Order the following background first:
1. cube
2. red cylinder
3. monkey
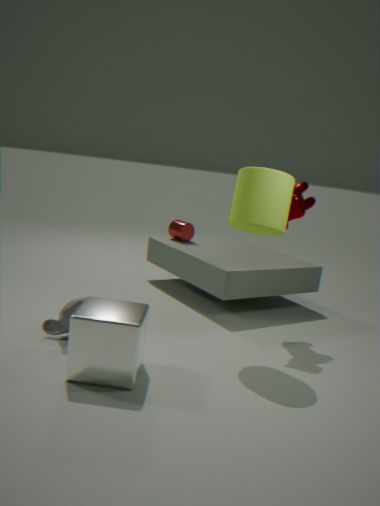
red cylinder < monkey < cube
